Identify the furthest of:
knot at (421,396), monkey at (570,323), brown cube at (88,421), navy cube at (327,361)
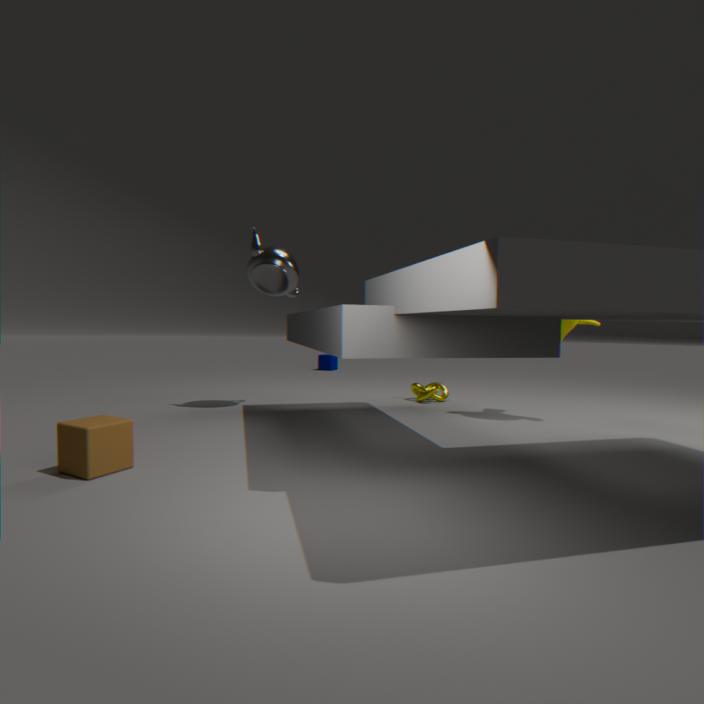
navy cube at (327,361)
